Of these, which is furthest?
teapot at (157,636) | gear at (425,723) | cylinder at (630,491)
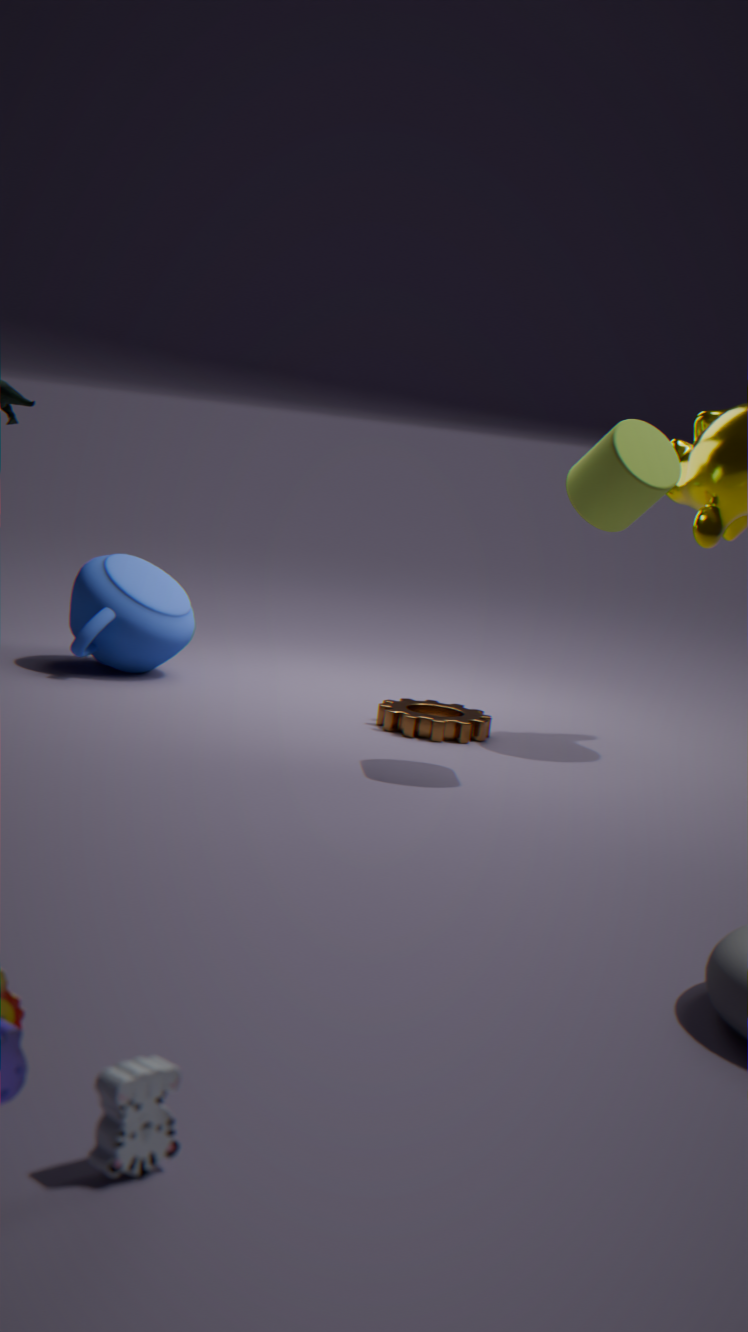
teapot at (157,636)
